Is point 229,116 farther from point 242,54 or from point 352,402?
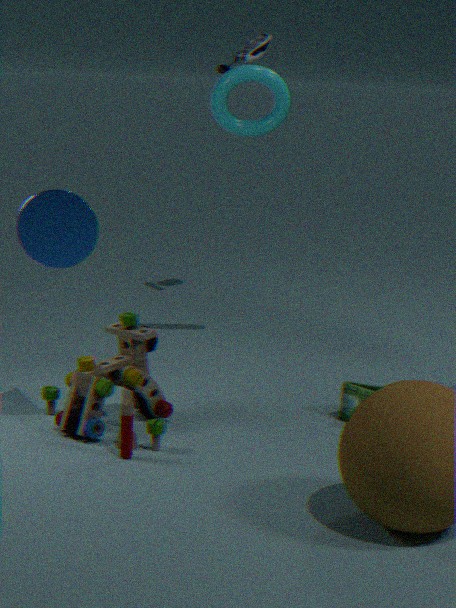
point 352,402
